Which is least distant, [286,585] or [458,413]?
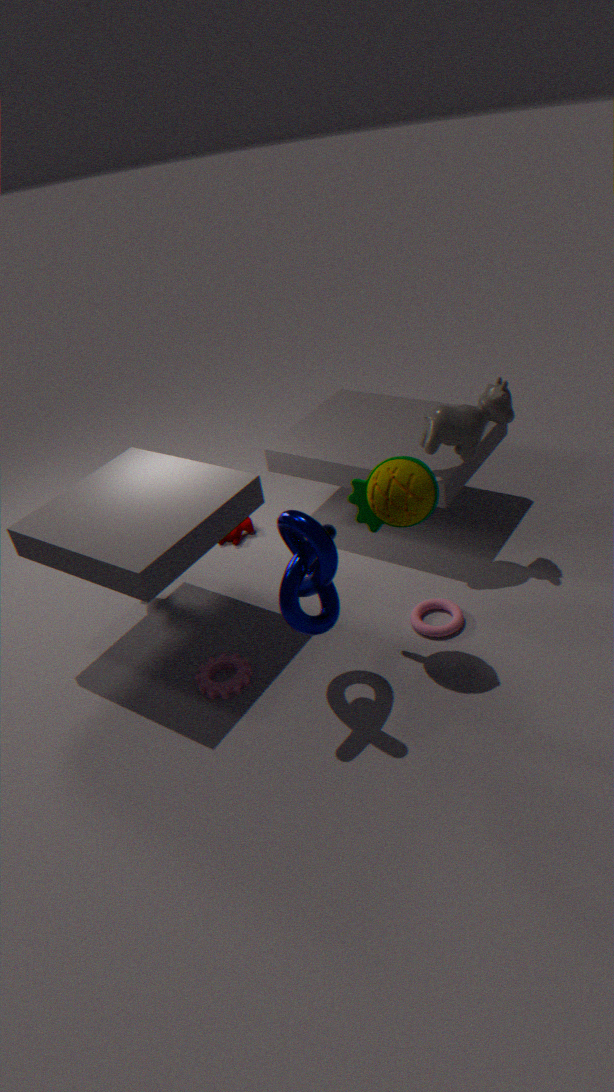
[286,585]
